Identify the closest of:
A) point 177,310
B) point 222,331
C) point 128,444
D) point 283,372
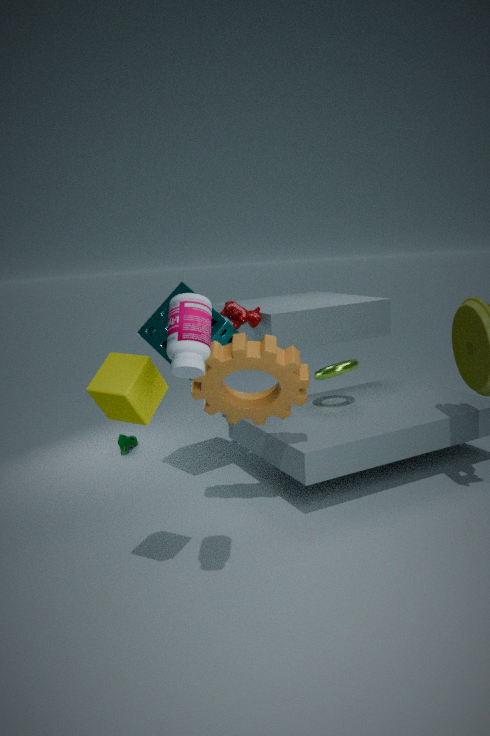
point 177,310
